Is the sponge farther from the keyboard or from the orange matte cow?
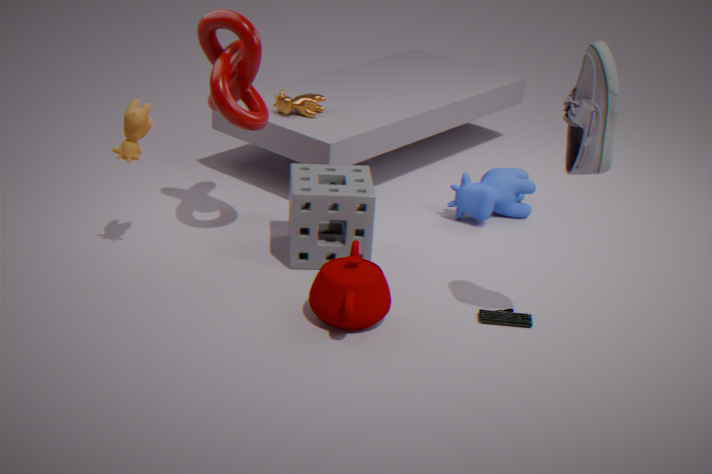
the orange matte cow
